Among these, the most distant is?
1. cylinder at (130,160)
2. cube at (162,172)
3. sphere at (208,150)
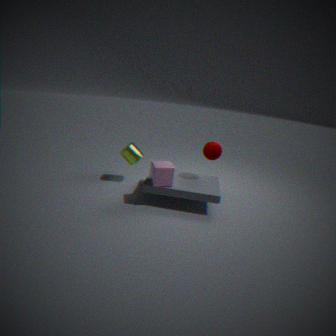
cylinder at (130,160)
